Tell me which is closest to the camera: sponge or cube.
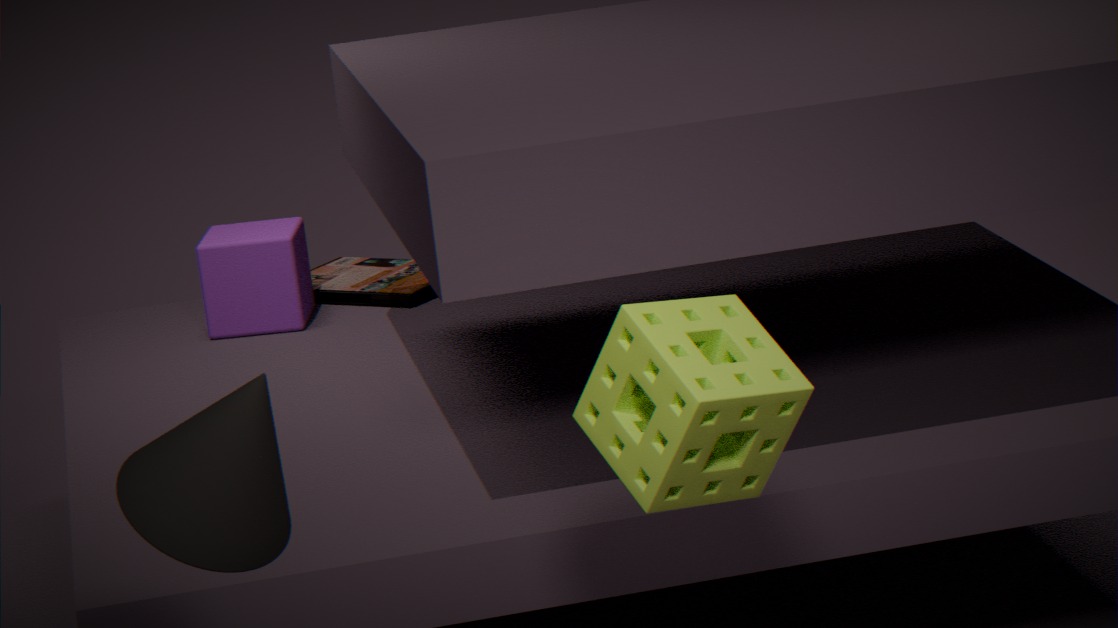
sponge
